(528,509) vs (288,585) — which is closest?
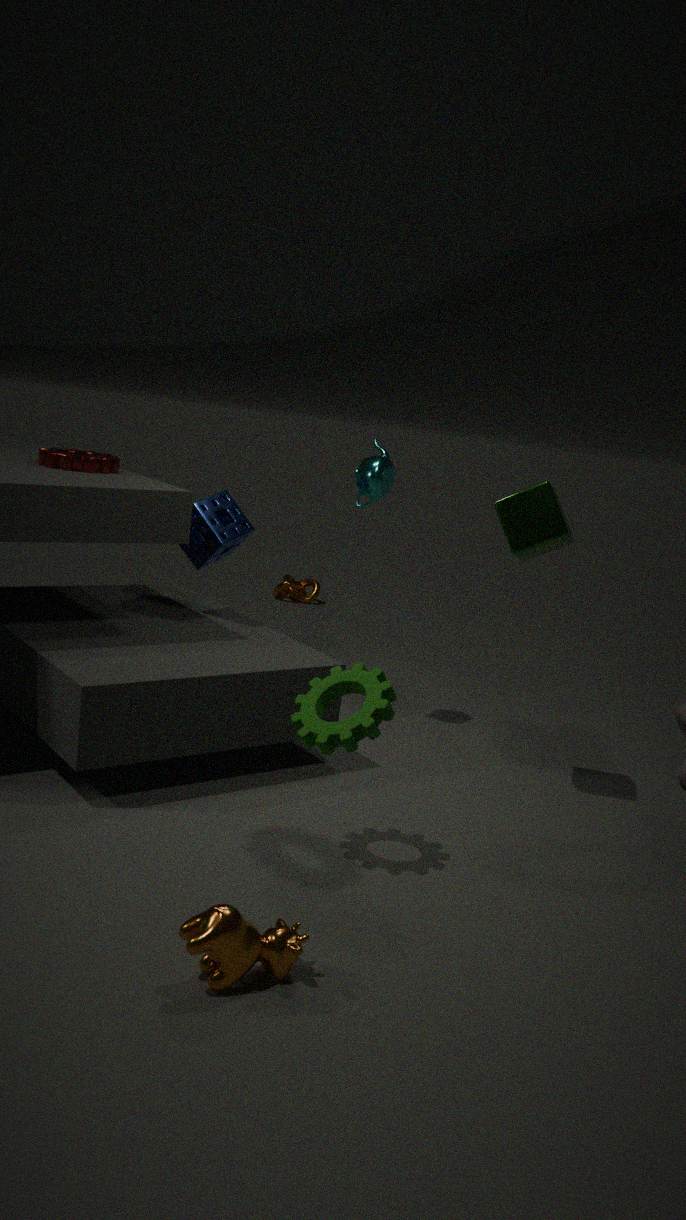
(528,509)
